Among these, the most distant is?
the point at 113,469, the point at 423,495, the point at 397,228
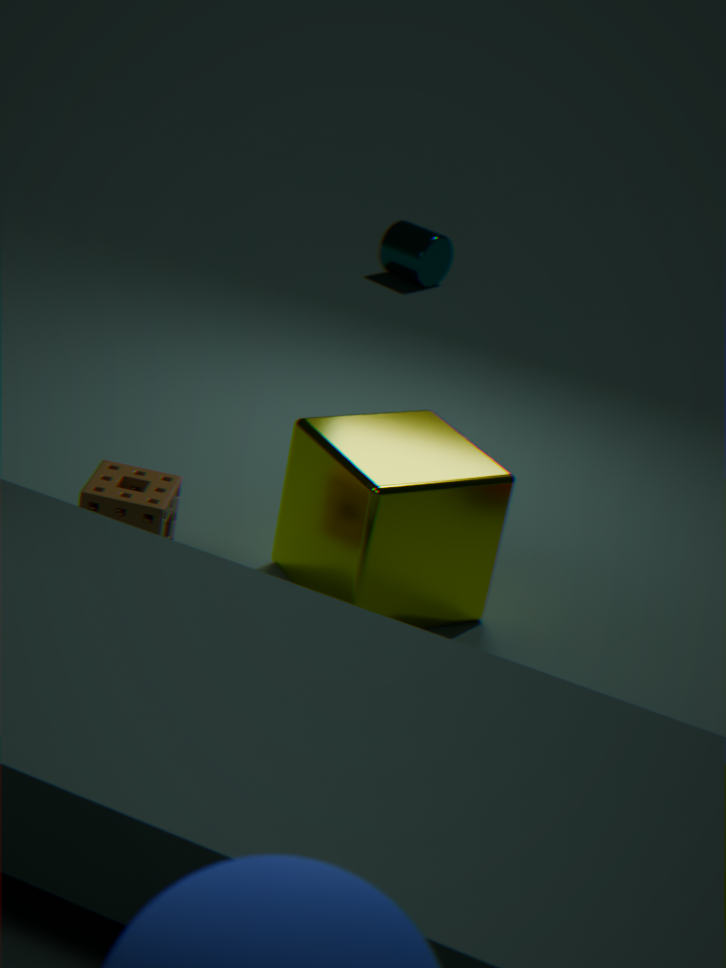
the point at 397,228
